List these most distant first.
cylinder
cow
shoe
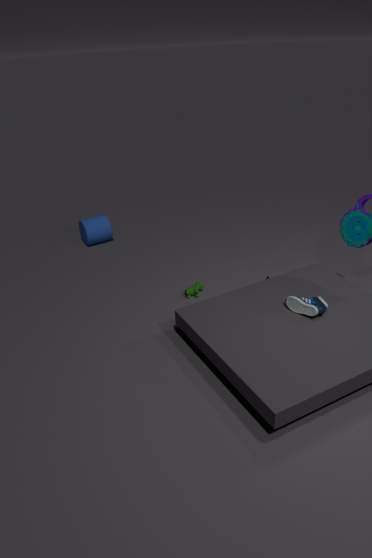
cylinder → cow → shoe
